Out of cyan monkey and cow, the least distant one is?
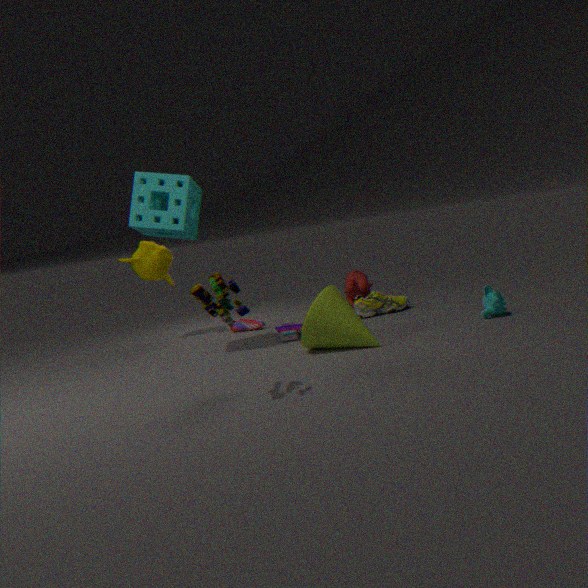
cyan monkey
